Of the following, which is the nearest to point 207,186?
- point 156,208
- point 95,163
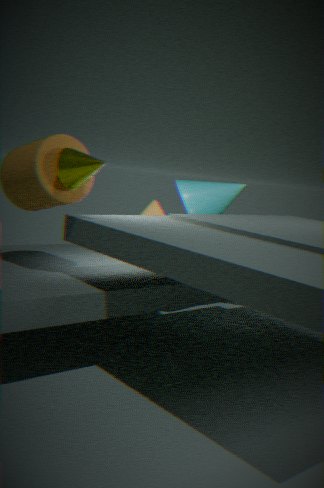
point 156,208
